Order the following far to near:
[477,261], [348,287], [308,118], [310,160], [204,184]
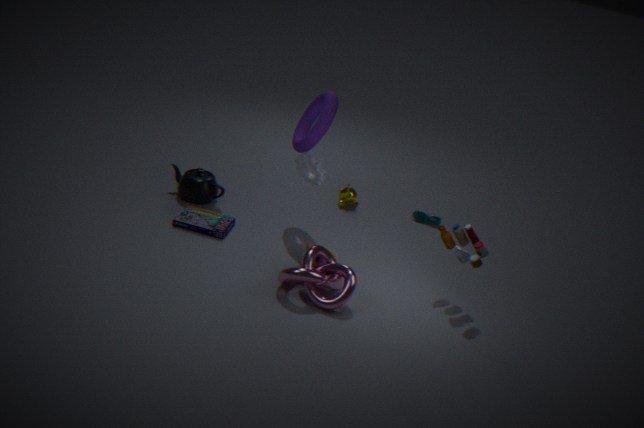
1. [204,184]
2. [308,118]
3. [310,160]
4. [477,261]
5. [348,287]
